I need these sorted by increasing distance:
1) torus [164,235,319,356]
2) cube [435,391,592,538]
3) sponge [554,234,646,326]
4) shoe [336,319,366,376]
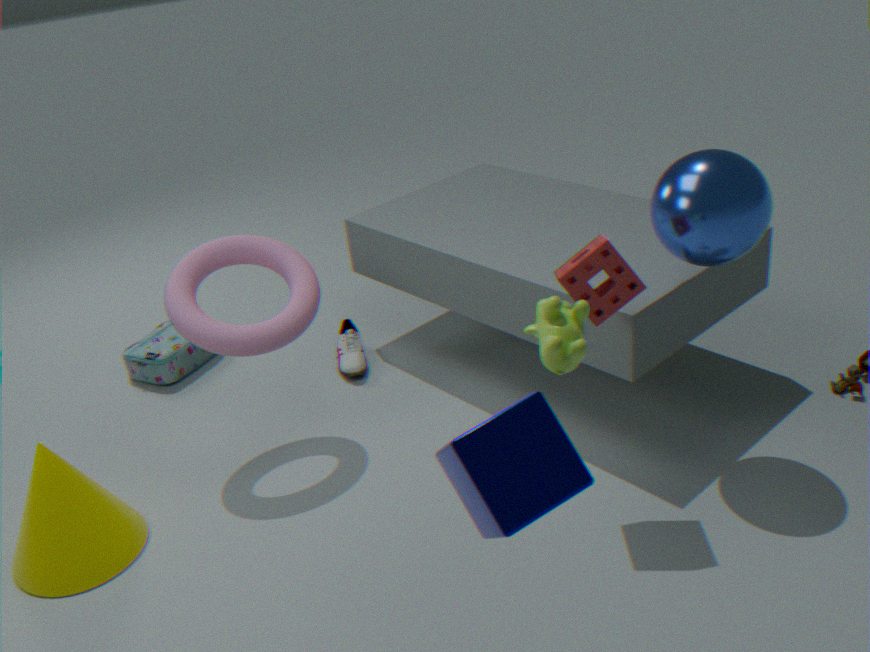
2. cube [435,391,592,538] → 3. sponge [554,234,646,326] → 1. torus [164,235,319,356] → 4. shoe [336,319,366,376]
